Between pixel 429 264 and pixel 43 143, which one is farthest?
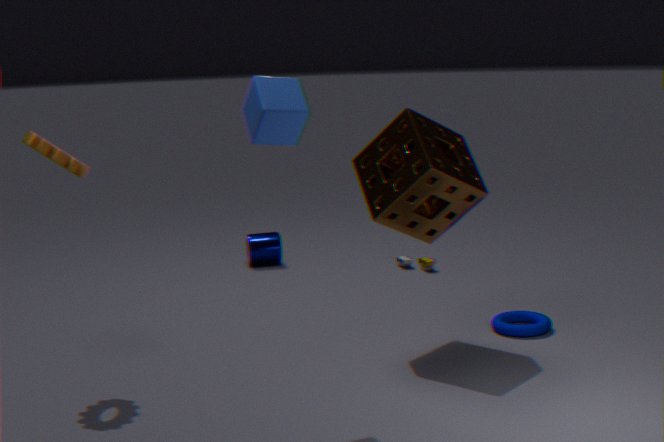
pixel 429 264
